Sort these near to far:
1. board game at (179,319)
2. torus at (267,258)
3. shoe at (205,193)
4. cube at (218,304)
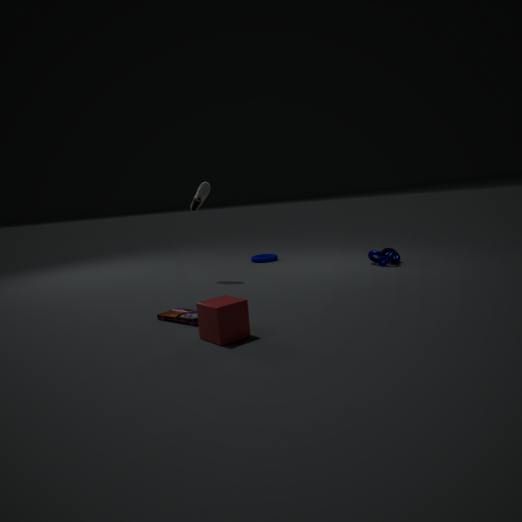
1. cube at (218,304)
2. board game at (179,319)
3. shoe at (205,193)
4. torus at (267,258)
